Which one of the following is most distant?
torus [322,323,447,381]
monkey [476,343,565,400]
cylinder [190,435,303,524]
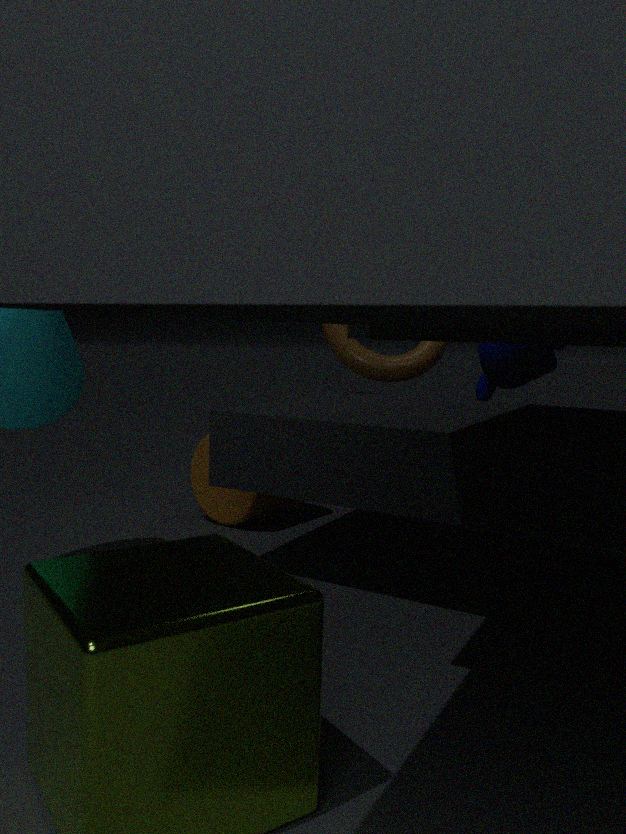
torus [322,323,447,381]
